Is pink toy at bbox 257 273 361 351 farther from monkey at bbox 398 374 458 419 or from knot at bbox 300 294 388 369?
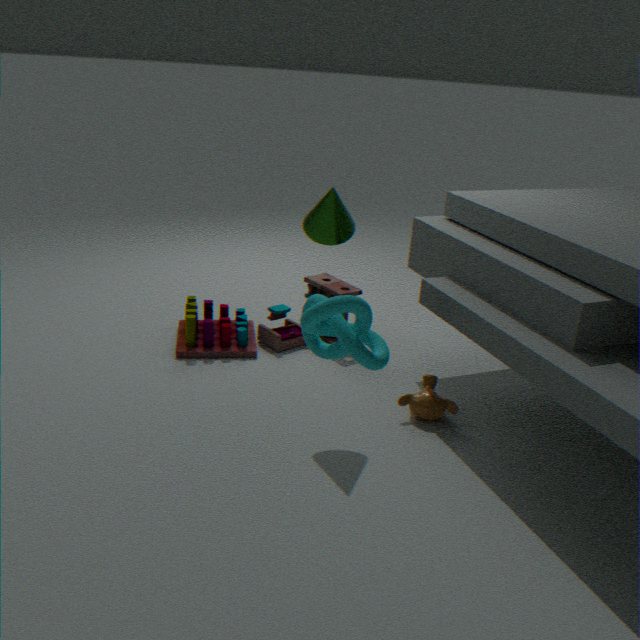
knot at bbox 300 294 388 369
